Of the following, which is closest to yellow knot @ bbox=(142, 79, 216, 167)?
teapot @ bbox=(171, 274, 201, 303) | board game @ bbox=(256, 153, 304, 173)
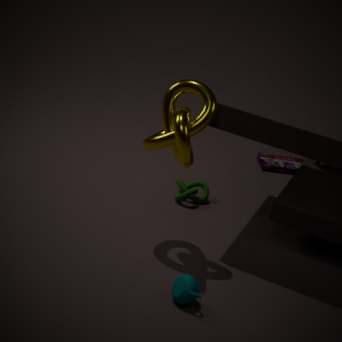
teapot @ bbox=(171, 274, 201, 303)
